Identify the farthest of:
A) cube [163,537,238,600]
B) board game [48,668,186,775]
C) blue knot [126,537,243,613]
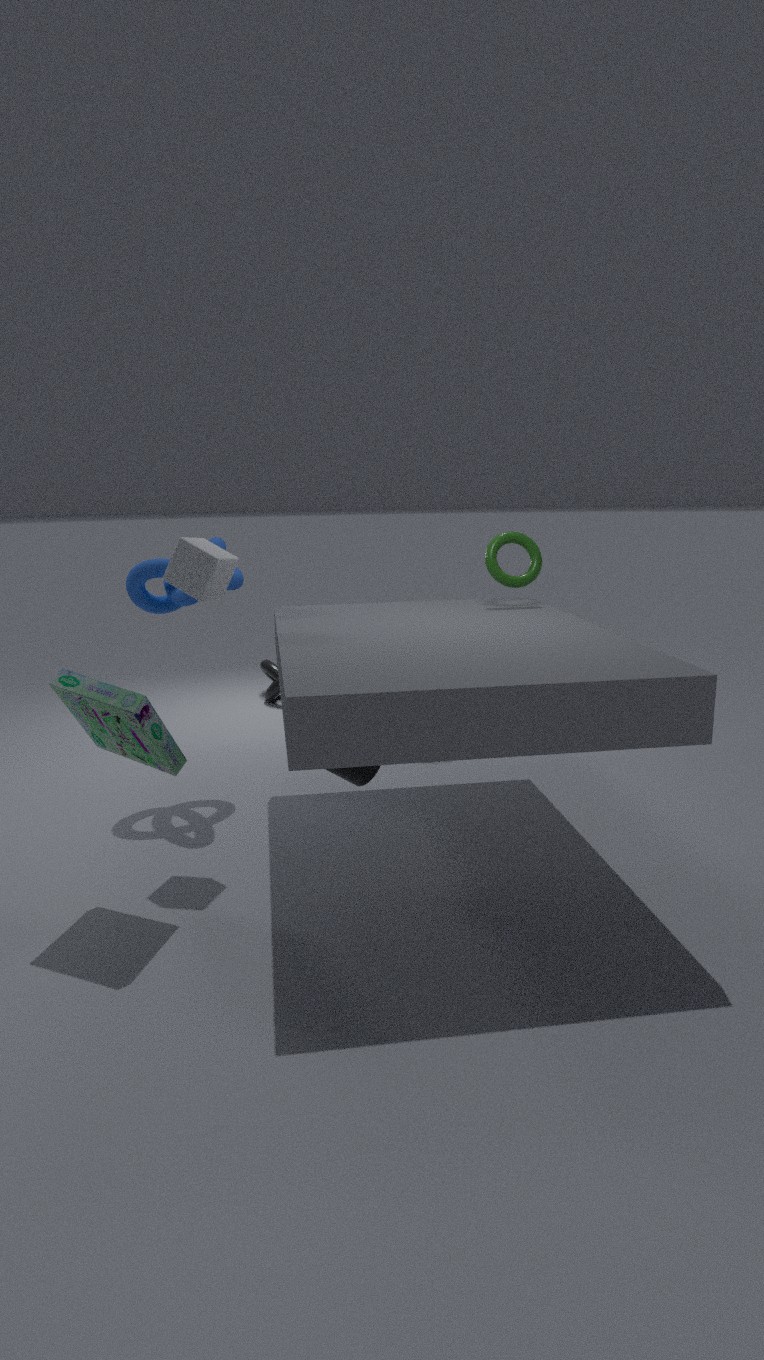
blue knot [126,537,243,613]
